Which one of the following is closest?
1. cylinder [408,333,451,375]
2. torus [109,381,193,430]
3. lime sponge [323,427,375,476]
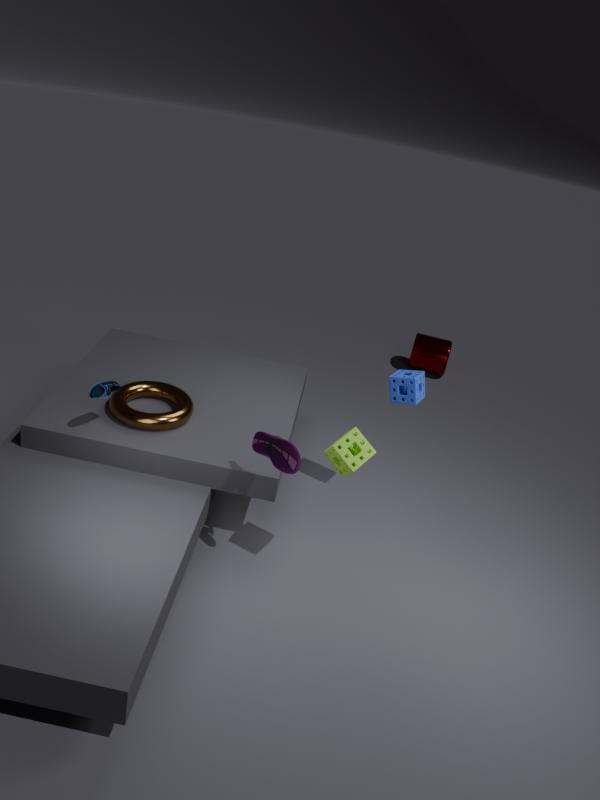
lime sponge [323,427,375,476]
